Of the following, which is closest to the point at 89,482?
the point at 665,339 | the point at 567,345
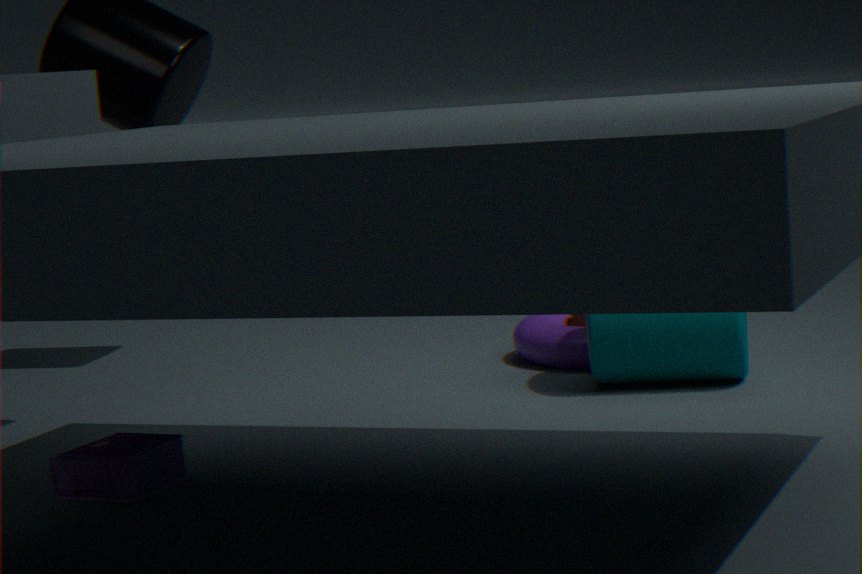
the point at 665,339
